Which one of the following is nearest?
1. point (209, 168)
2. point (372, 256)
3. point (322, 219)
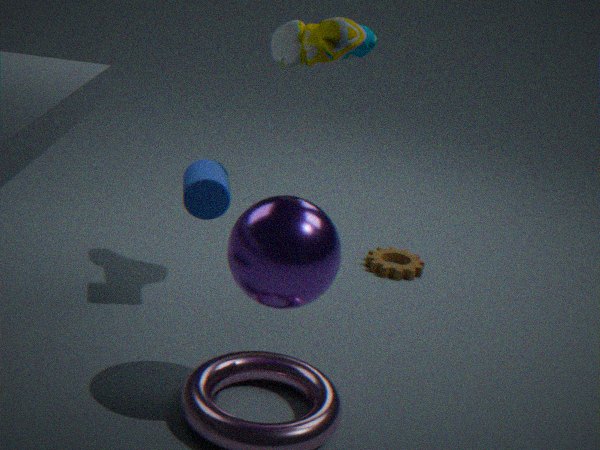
point (322, 219)
